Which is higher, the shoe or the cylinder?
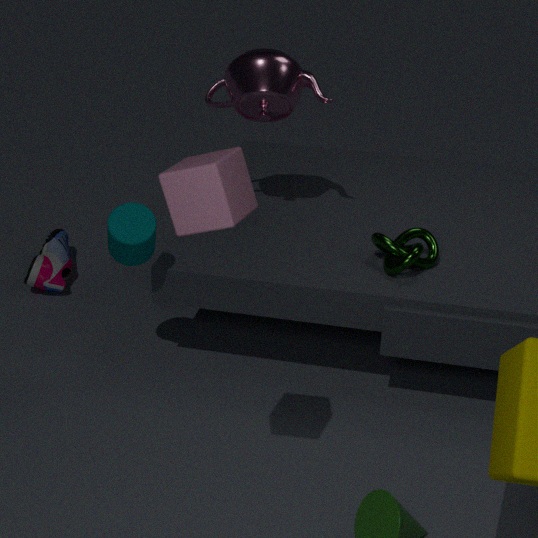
the cylinder
